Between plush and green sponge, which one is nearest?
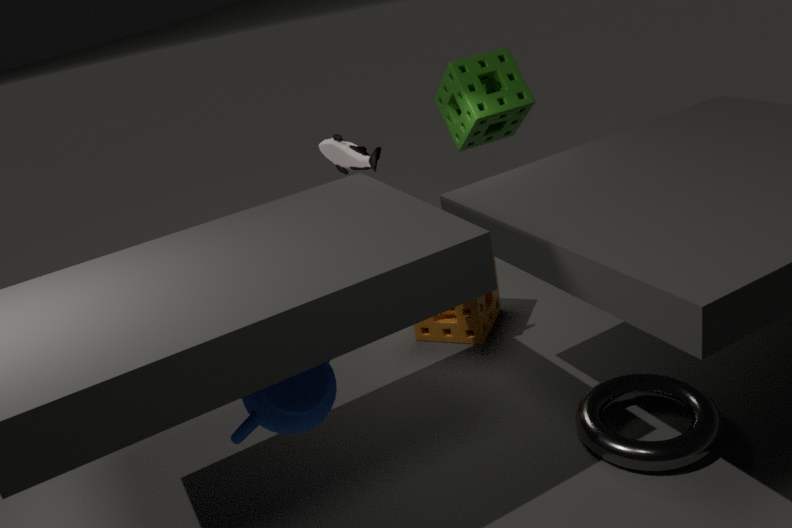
plush
